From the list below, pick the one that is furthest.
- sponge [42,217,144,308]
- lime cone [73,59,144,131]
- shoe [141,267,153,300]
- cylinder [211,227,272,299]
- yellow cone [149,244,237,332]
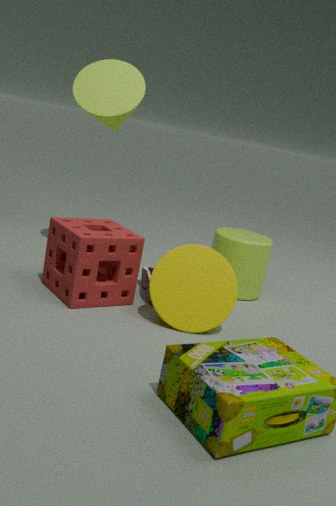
lime cone [73,59,144,131]
